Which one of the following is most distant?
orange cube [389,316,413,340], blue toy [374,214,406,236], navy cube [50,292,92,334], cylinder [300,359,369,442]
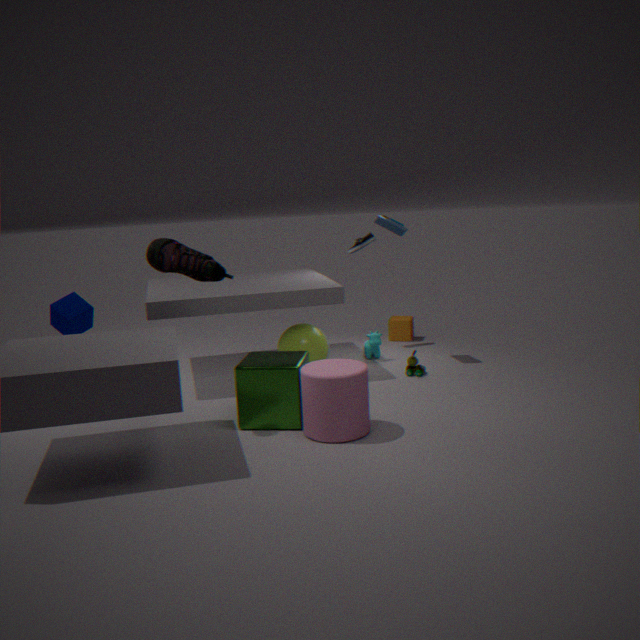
orange cube [389,316,413,340]
